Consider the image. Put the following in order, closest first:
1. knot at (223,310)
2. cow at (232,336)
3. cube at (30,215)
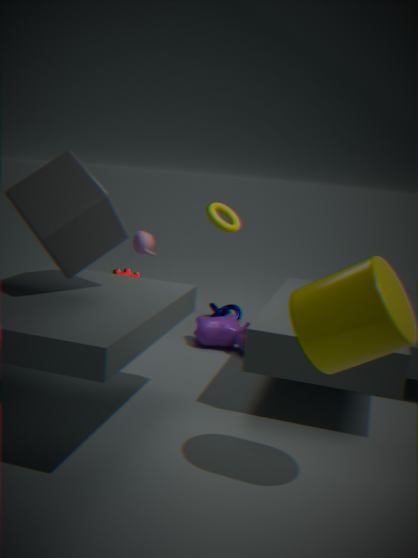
1. cube at (30,215)
2. cow at (232,336)
3. knot at (223,310)
